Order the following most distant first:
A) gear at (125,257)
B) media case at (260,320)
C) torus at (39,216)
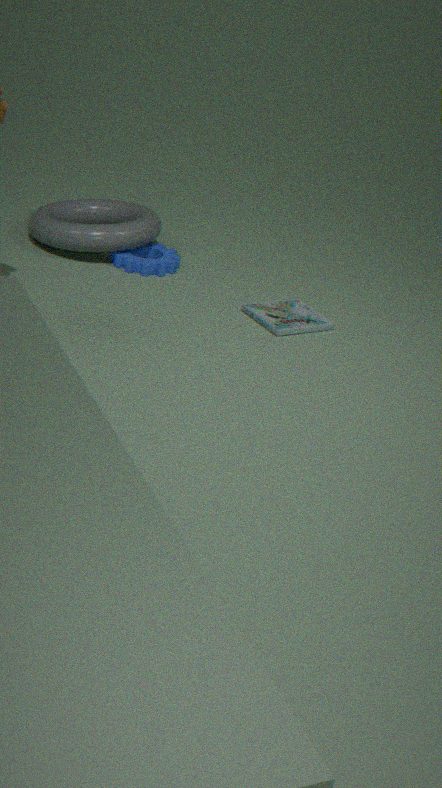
gear at (125,257) → torus at (39,216) → media case at (260,320)
